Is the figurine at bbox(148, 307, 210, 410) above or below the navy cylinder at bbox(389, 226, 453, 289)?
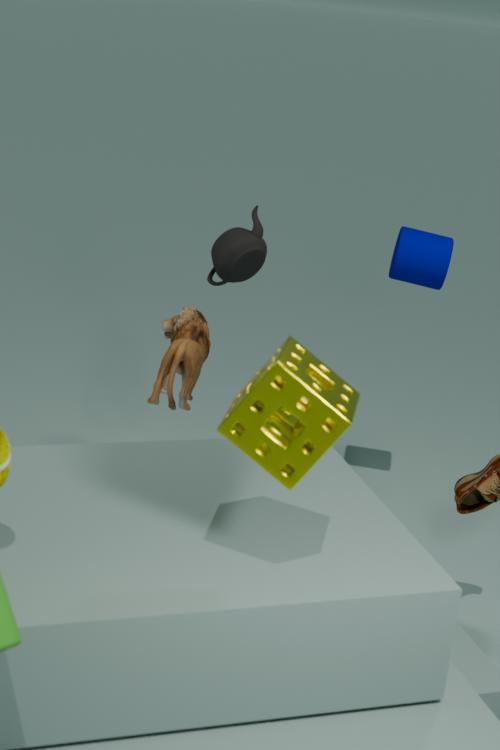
below
